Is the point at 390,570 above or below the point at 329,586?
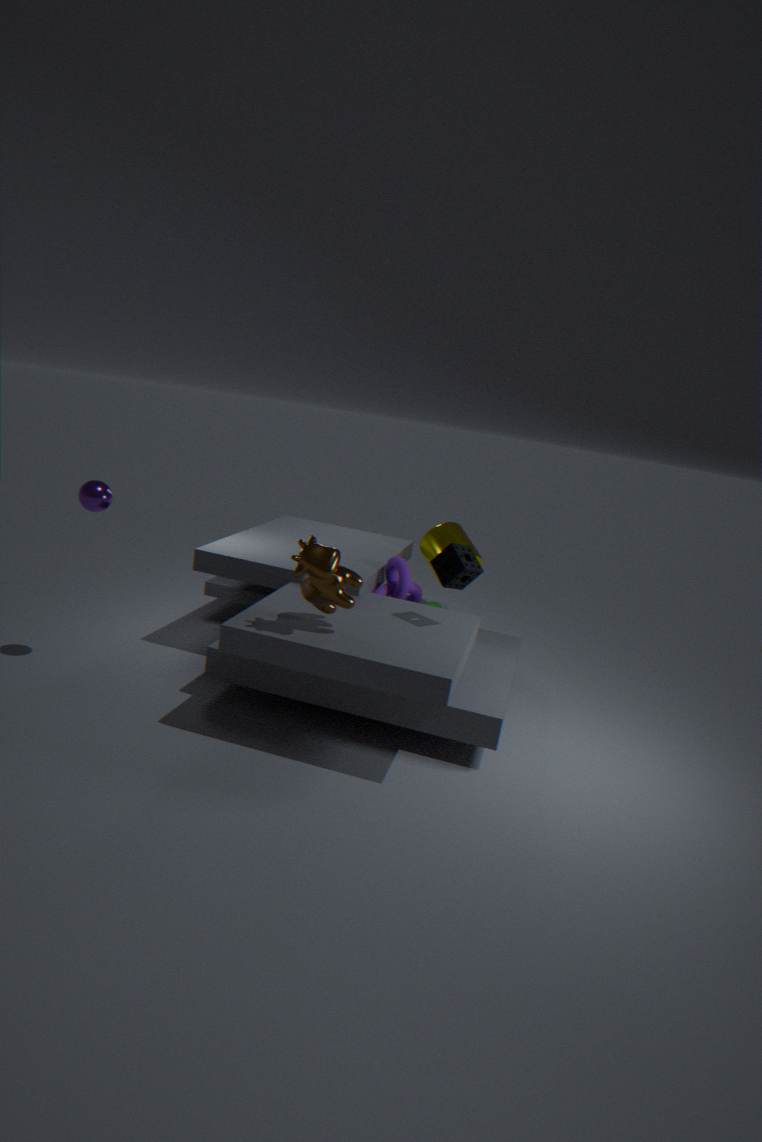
below
